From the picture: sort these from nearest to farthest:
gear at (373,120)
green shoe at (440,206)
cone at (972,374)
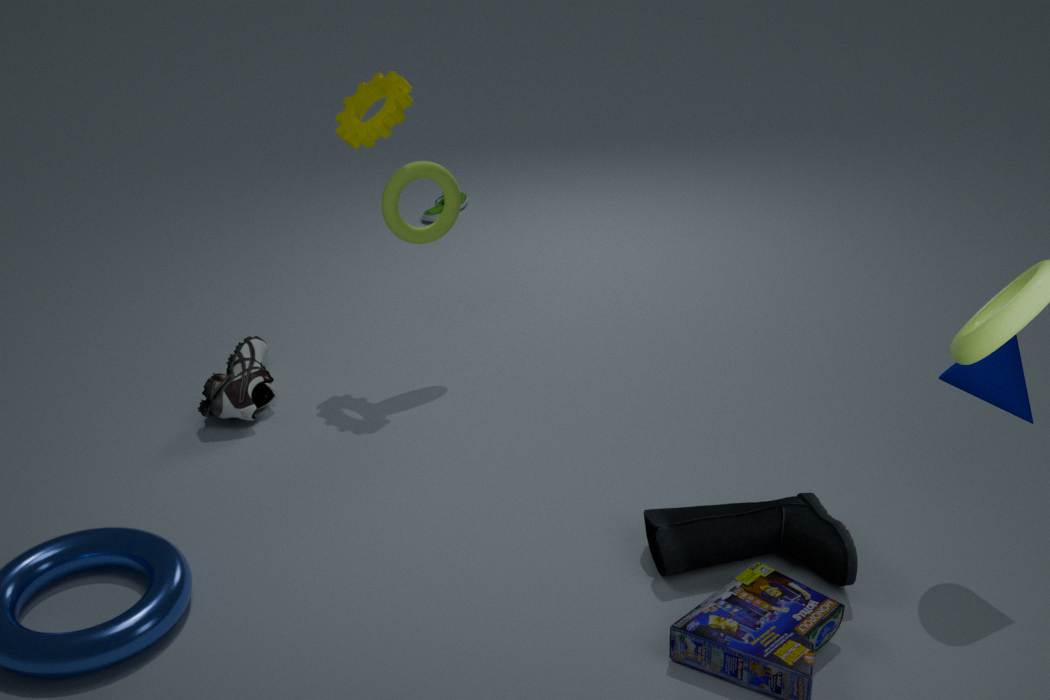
cone at (972,374)
gear at (373,120)
green shoe at (440,206)
